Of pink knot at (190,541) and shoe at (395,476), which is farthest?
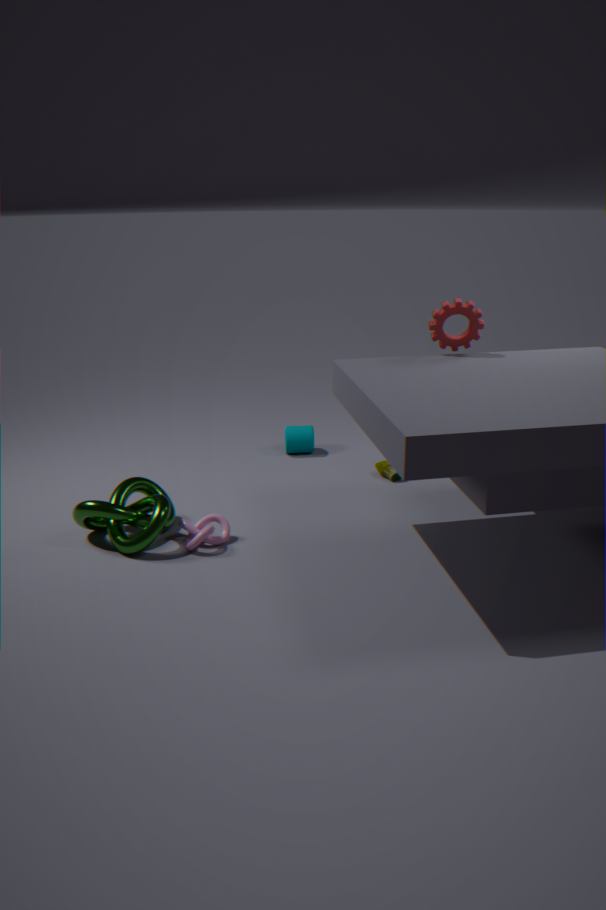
shoe at (395,476)
